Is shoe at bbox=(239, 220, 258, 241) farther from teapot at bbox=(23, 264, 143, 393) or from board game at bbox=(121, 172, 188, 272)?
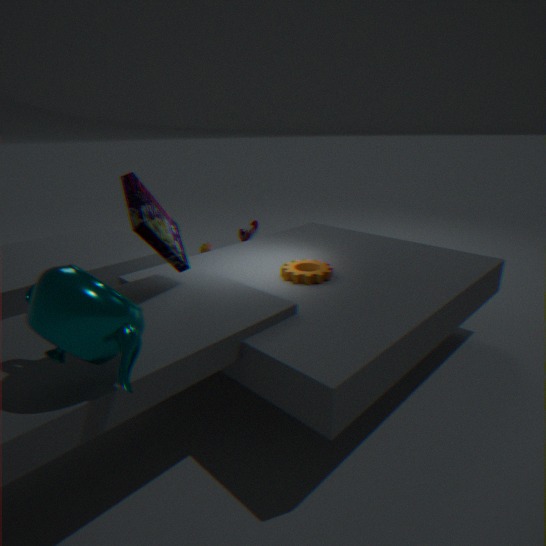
teapot at bbox=(23, 264, 143, 393)
